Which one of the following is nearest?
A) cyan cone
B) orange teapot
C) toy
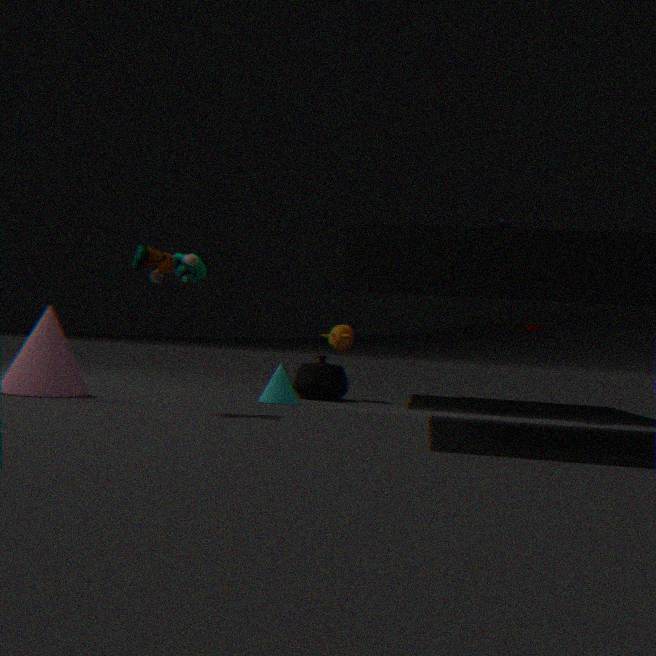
toy
